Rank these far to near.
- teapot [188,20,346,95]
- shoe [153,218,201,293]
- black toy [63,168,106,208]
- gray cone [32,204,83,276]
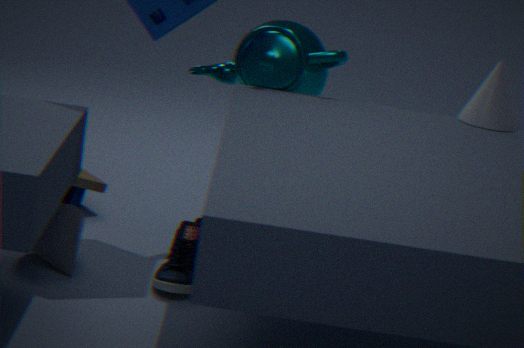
black toy [63,168,106,208]
teapot [188,20,346,95]
gray cone [32,204,83,276]
shoe [153,218,201,293]
